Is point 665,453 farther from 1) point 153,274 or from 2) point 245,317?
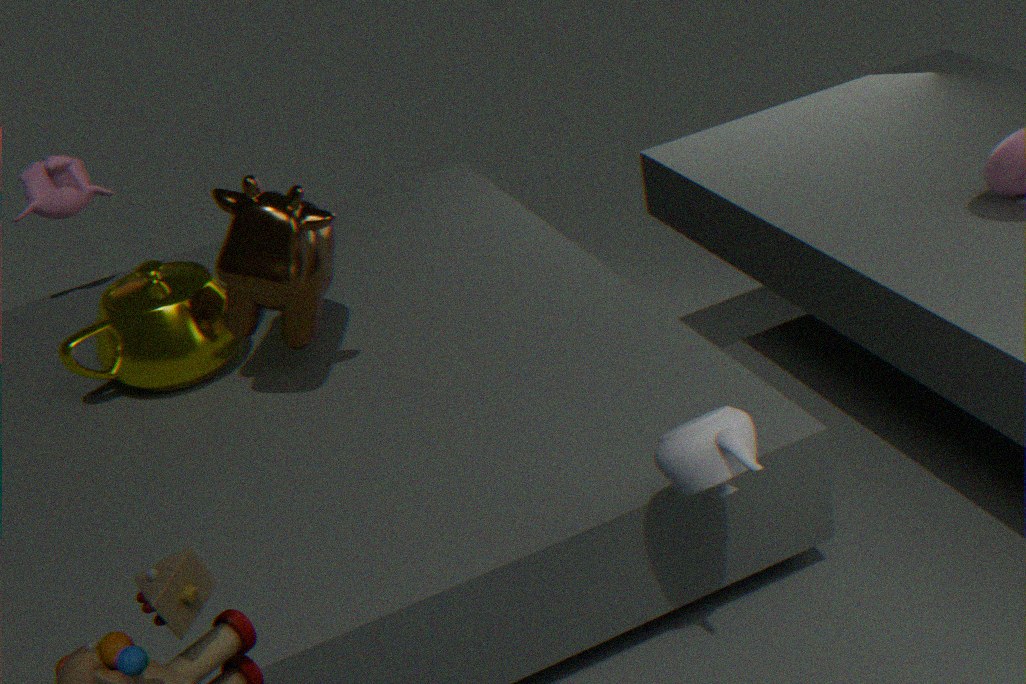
1) point 153,274
